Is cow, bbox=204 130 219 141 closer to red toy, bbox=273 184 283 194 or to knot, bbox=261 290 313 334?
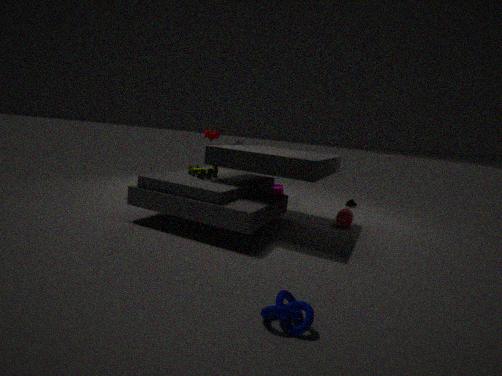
red toy, bbox=273 184 283 194
